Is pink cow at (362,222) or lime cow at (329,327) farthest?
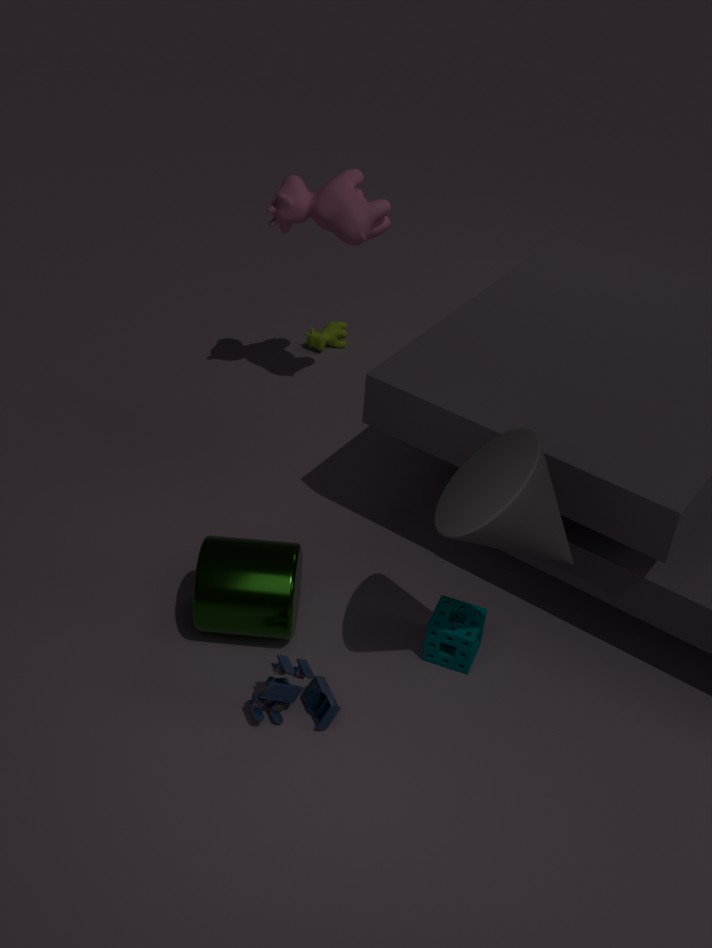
lime cow at (329,327)
